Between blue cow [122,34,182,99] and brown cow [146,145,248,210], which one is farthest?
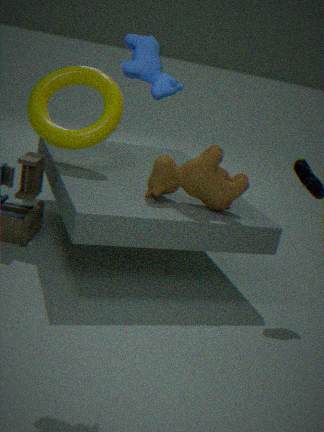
brown cow [146,145,248,210]
